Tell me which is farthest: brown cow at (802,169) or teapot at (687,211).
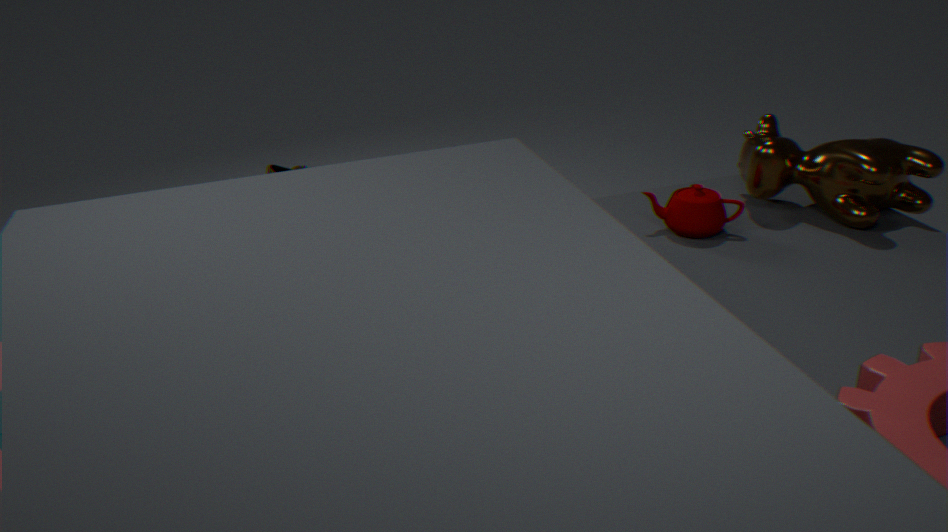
teapot at (687,211)
